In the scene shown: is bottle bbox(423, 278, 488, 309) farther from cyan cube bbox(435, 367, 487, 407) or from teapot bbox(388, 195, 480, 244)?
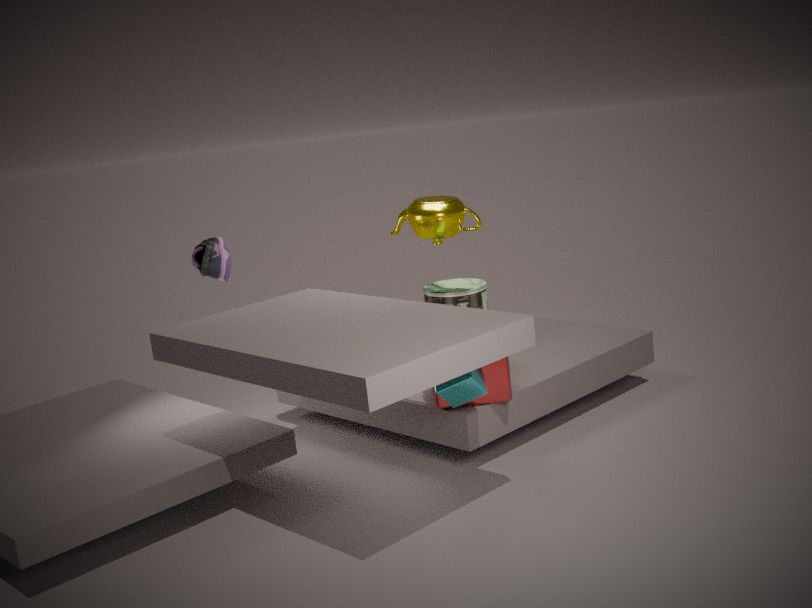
cyan cube bbox(435, 367, 487, 407)
